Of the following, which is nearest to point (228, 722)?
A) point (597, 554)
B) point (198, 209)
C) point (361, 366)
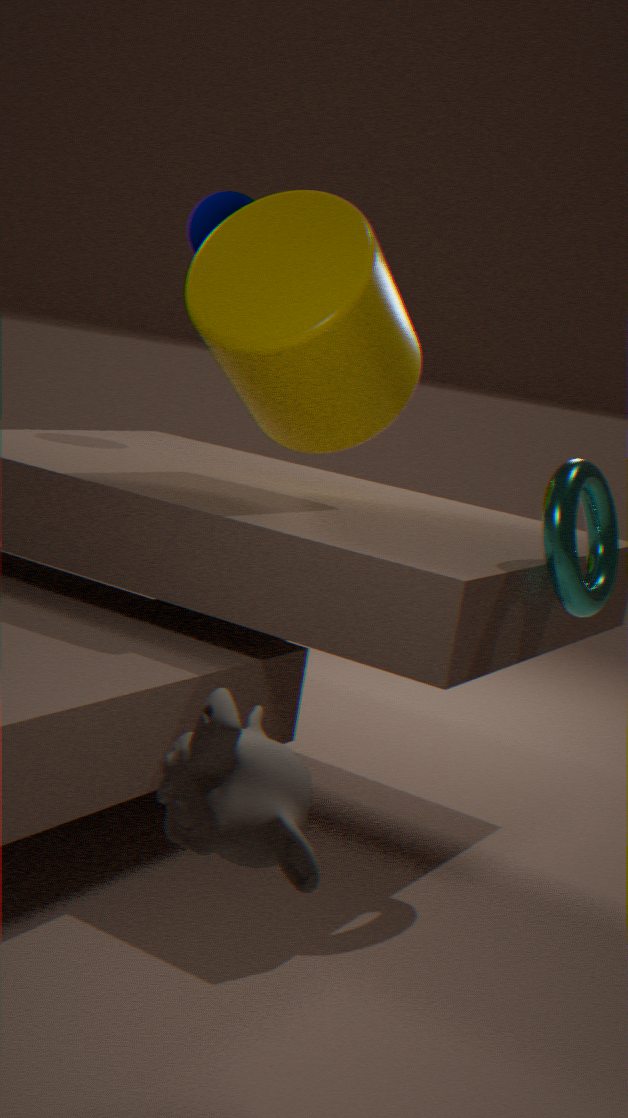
point (597, 554)
